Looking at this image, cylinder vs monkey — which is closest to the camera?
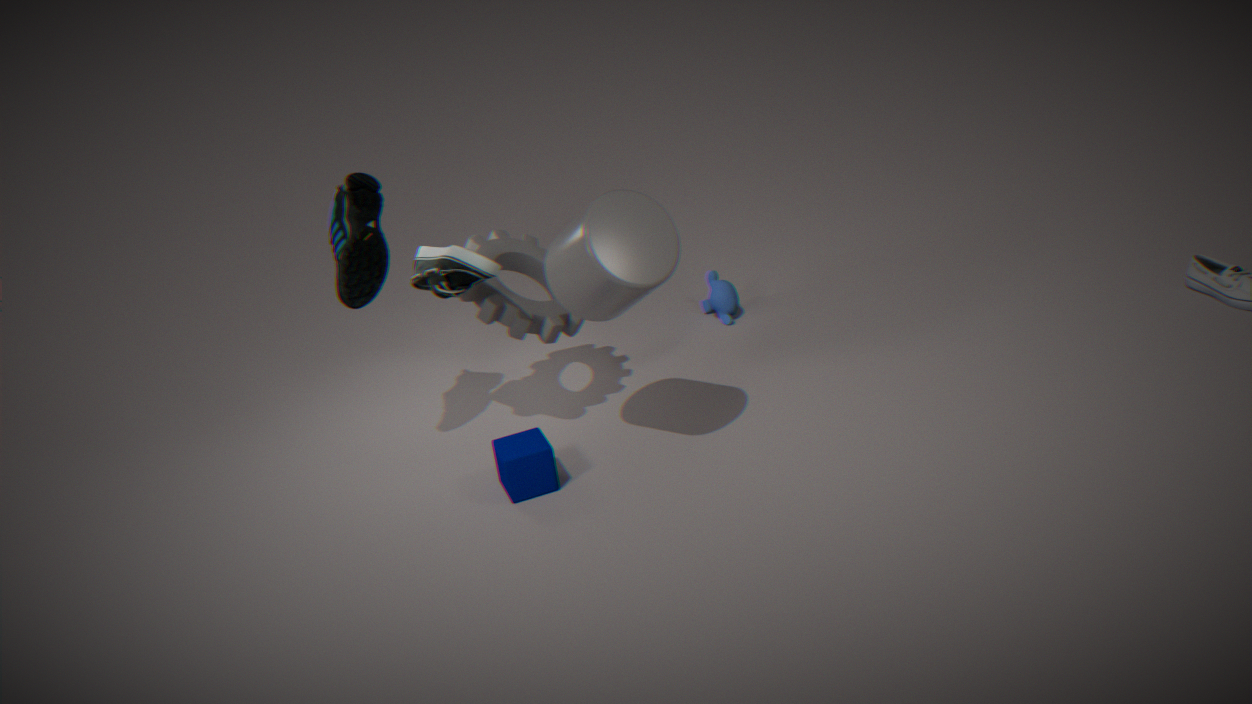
cylinder
